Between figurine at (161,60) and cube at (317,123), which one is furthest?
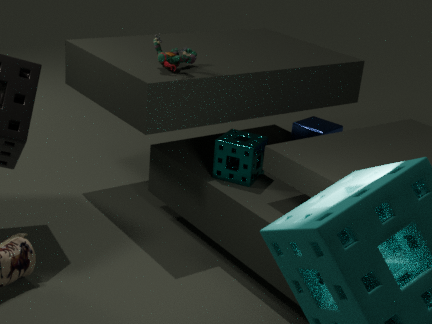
cube at (317,123)
